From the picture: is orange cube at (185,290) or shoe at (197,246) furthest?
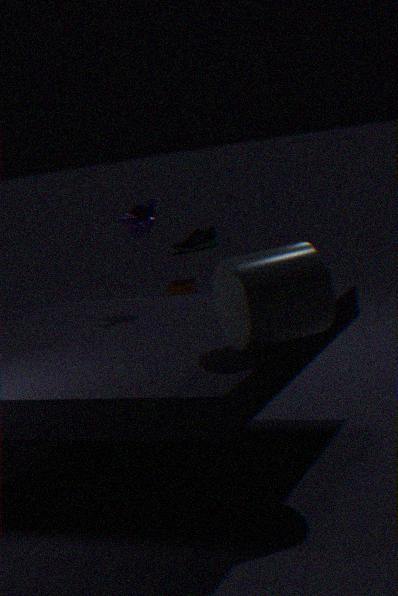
shoe at (197,246)
